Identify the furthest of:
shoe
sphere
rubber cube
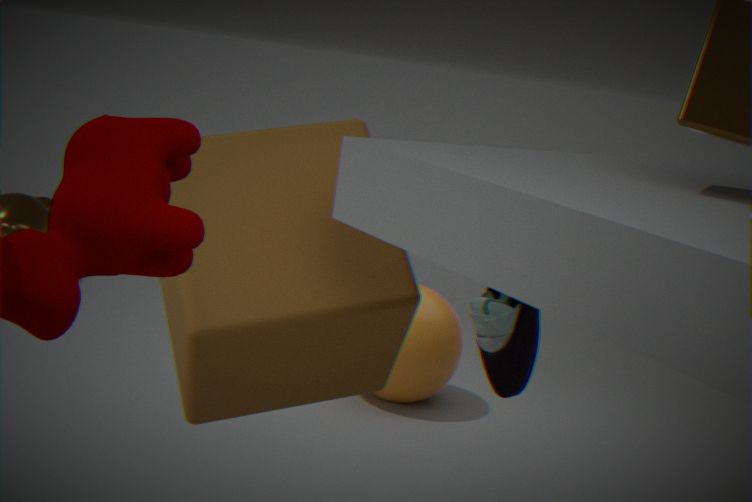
sphere
